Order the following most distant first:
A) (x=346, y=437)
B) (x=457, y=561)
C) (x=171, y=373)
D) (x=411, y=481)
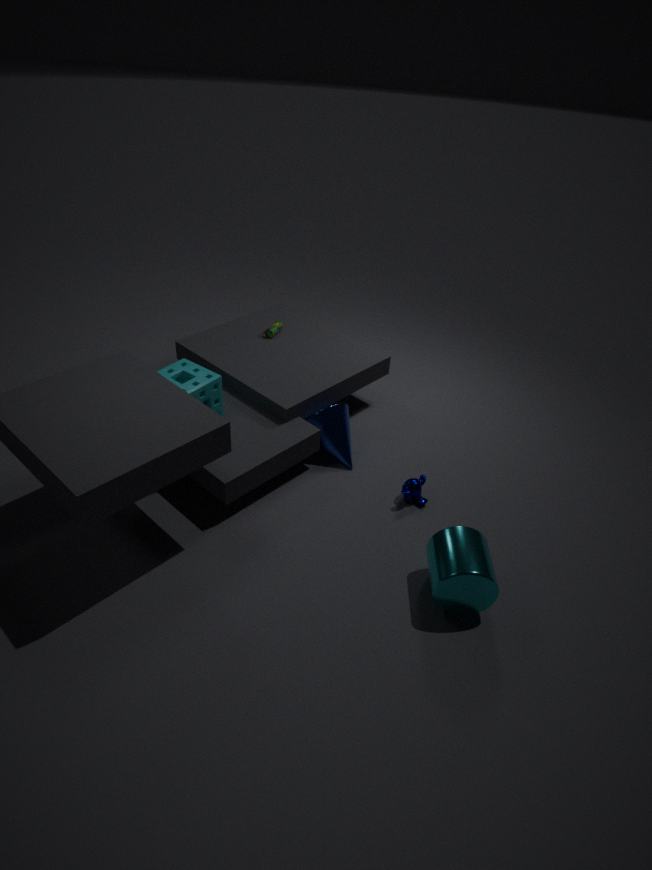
(x=346, y=437)
(x=411, y=481)
(x=171, y=373)
(x=457, y=561)
